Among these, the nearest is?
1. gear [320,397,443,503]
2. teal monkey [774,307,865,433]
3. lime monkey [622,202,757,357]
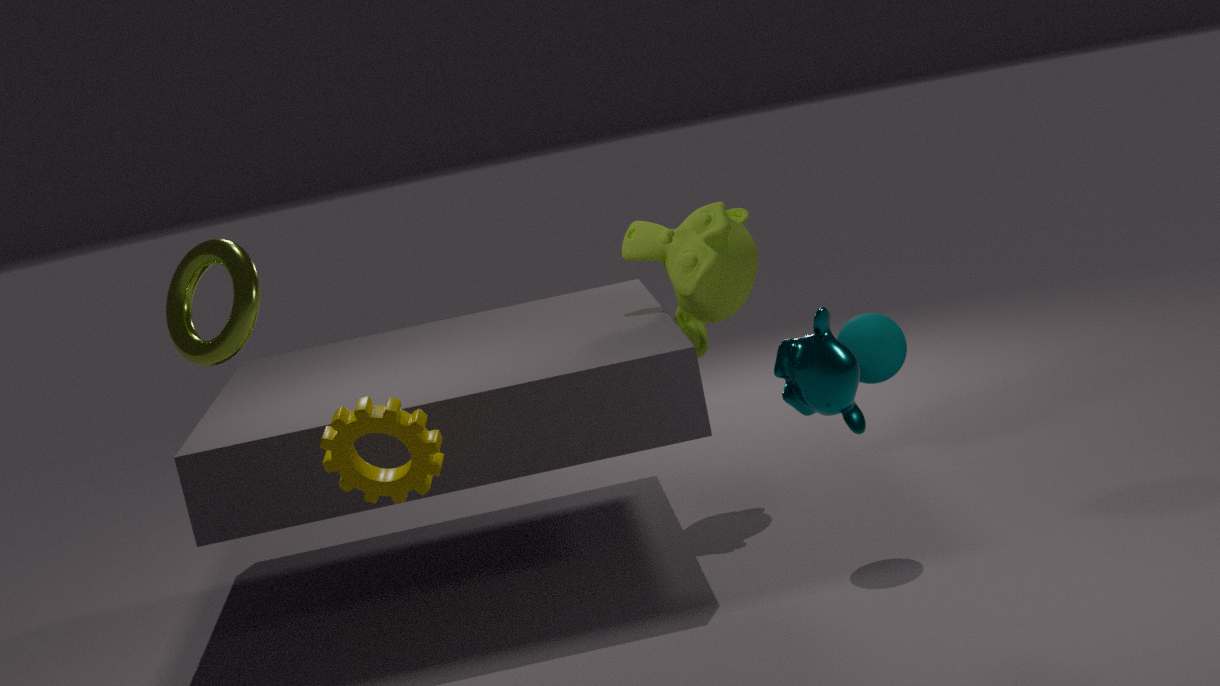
teal monkey [774,307,865,433]
